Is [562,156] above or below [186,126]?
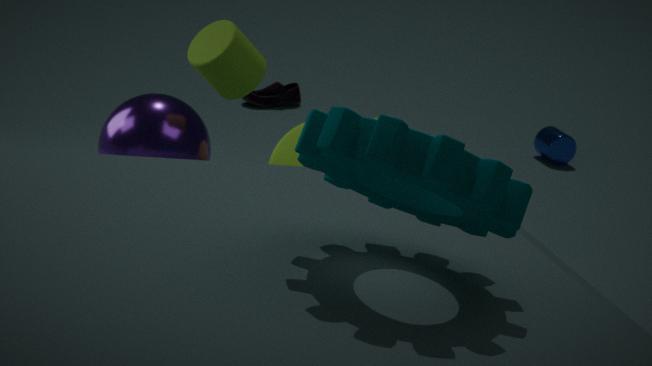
below
